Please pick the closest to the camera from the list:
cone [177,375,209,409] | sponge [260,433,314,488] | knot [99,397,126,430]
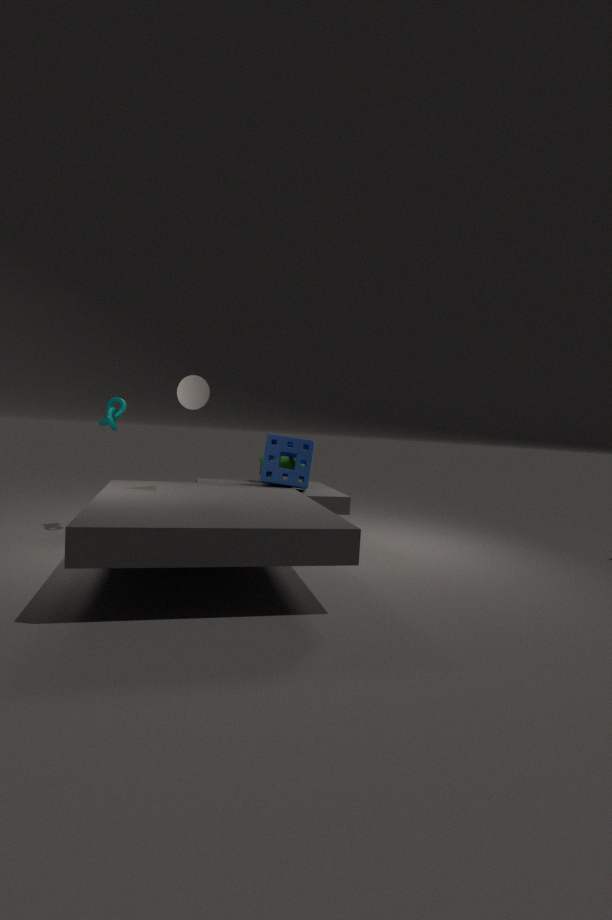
cone [177,375,209,409]
